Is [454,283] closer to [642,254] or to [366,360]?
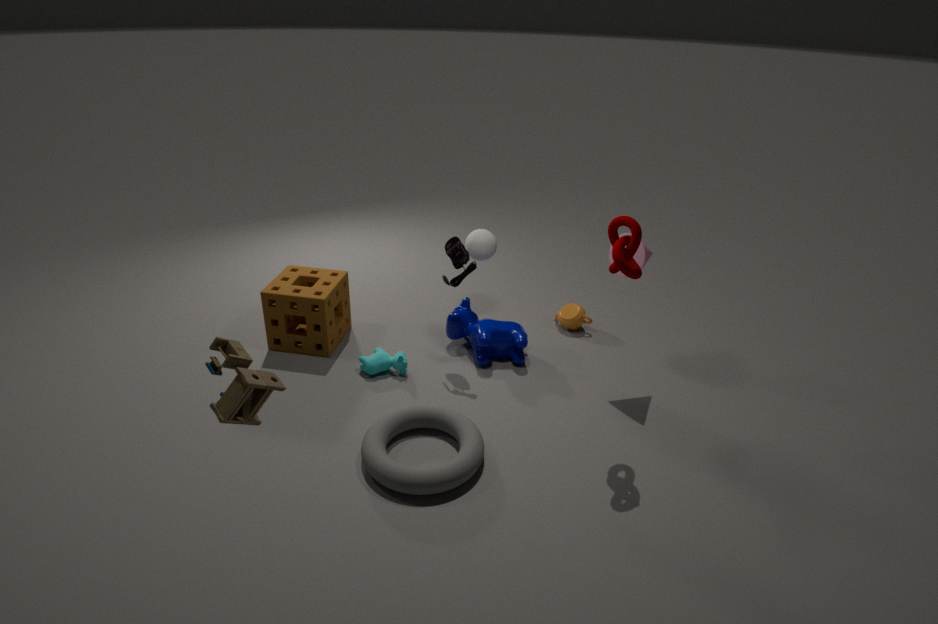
[366,360]
